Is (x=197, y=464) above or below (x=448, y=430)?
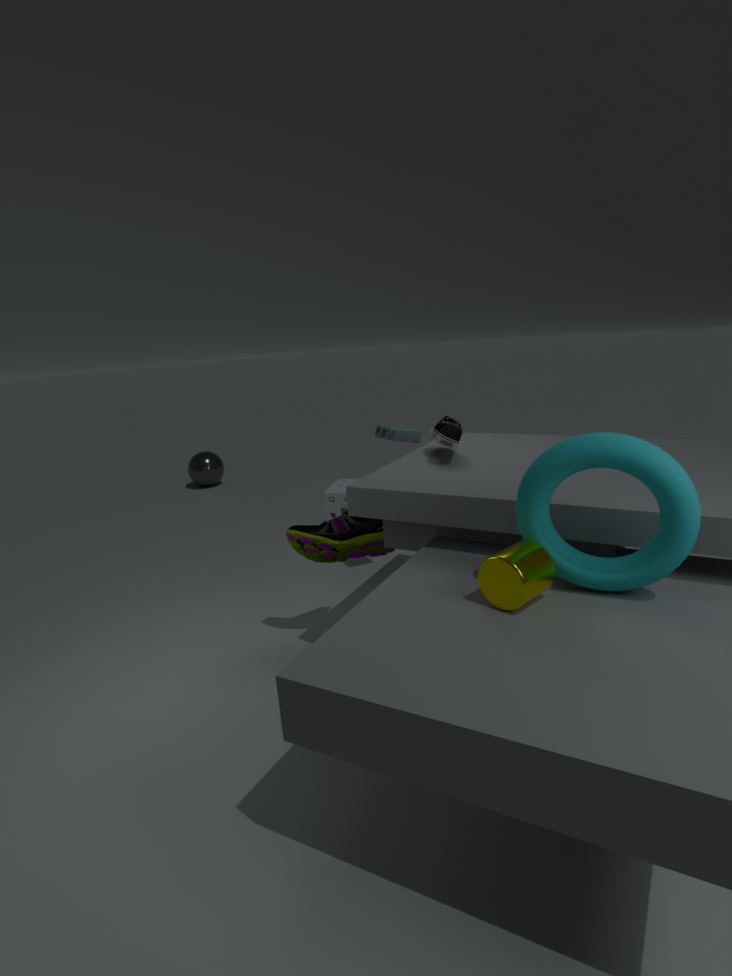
below
